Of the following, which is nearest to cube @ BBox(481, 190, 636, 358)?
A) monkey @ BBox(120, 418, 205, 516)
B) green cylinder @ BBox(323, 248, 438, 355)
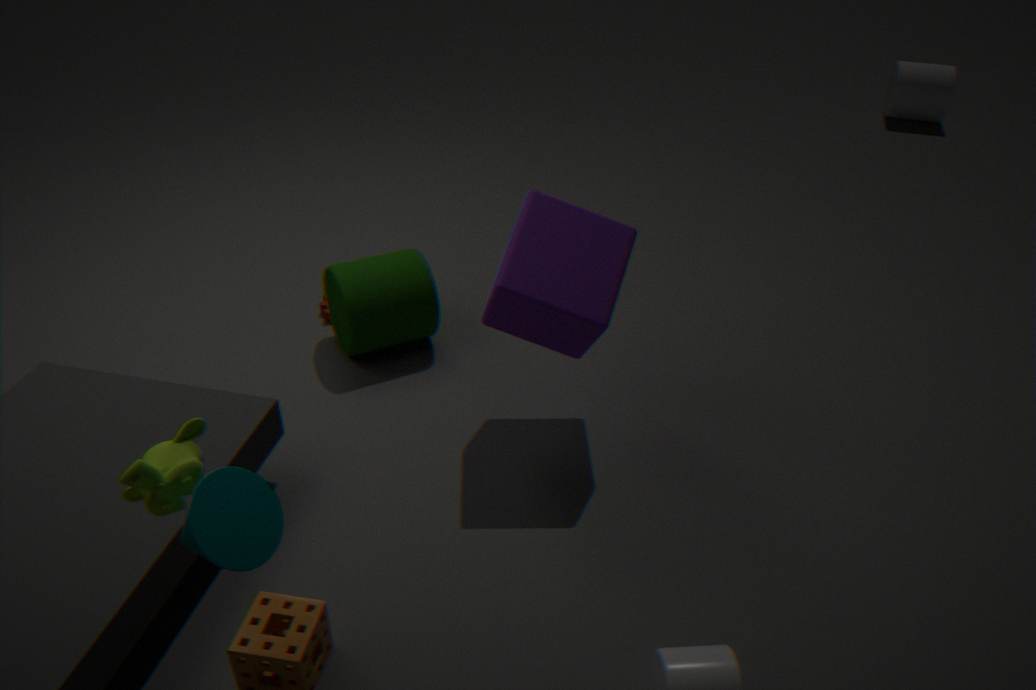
green cylinder @ BBox(323, 248, 438, 355)
